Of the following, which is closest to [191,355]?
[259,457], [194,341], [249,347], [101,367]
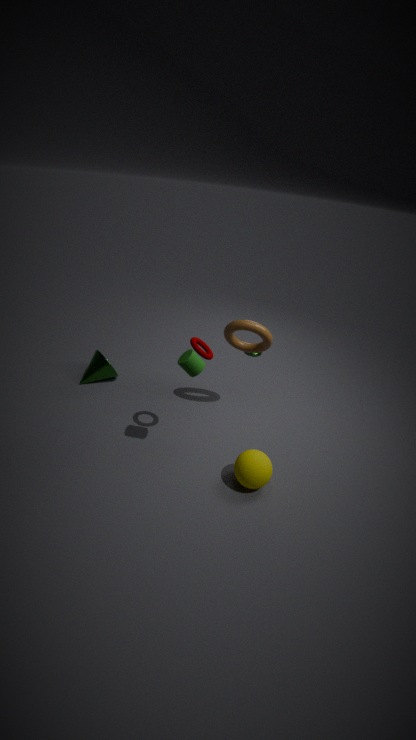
[194,341]
